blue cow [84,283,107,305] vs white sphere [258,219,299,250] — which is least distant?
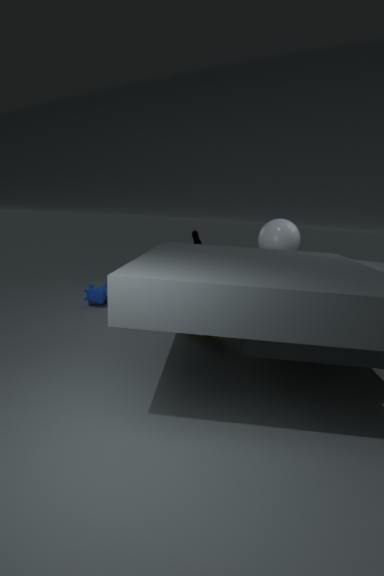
white sphere [258,219,299,250]
